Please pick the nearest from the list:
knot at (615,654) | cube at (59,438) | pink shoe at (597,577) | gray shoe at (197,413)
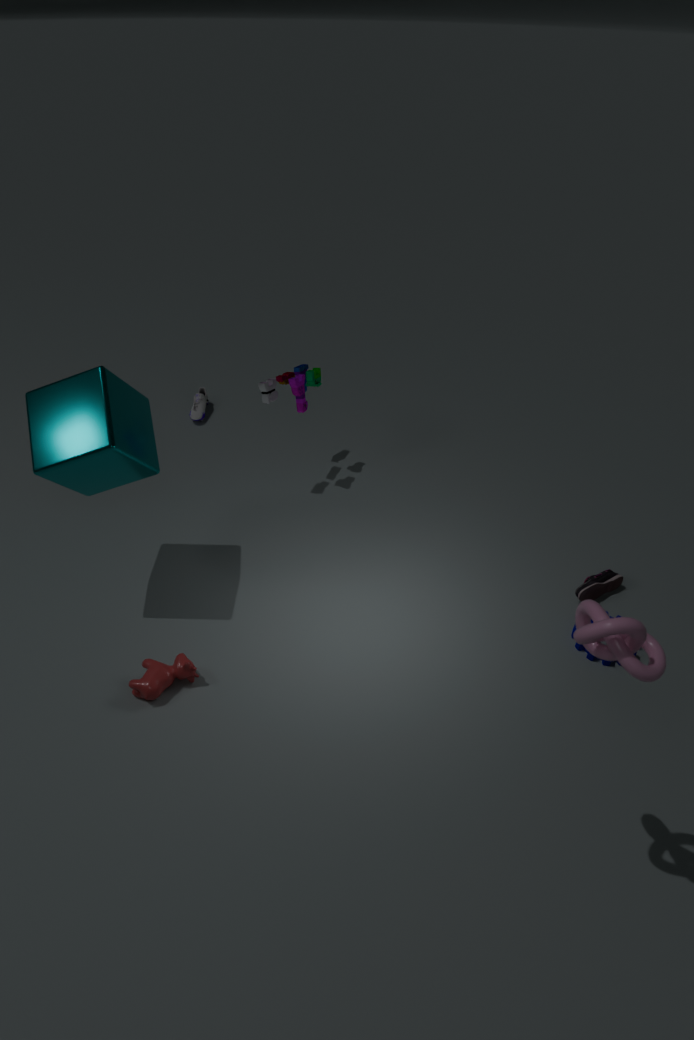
knot at (615,654)
